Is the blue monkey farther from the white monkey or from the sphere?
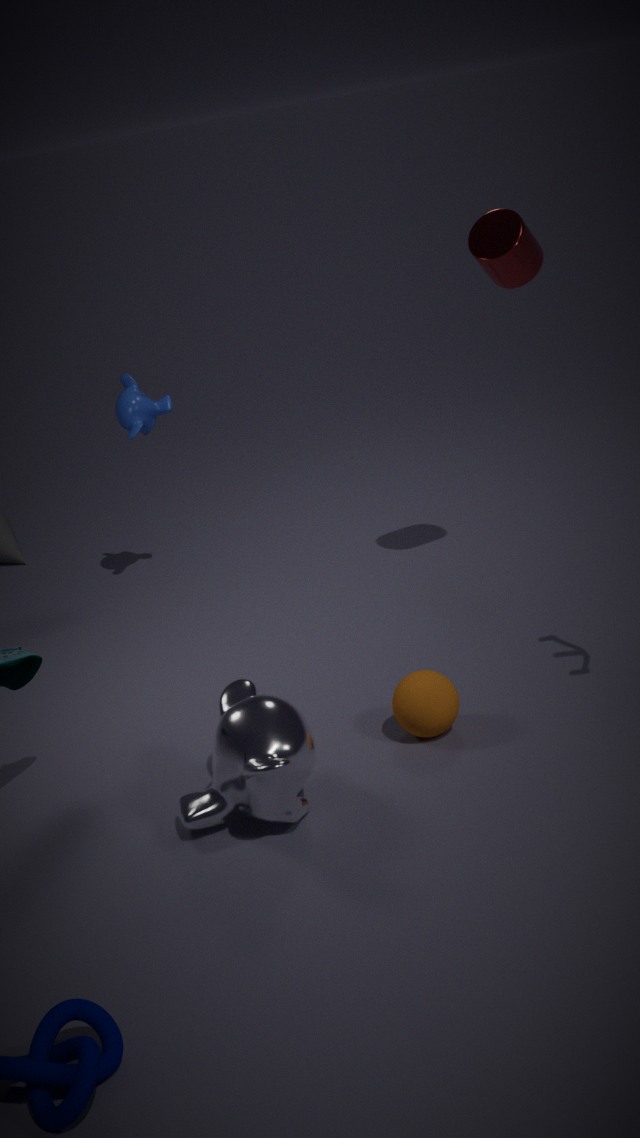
the sphere
